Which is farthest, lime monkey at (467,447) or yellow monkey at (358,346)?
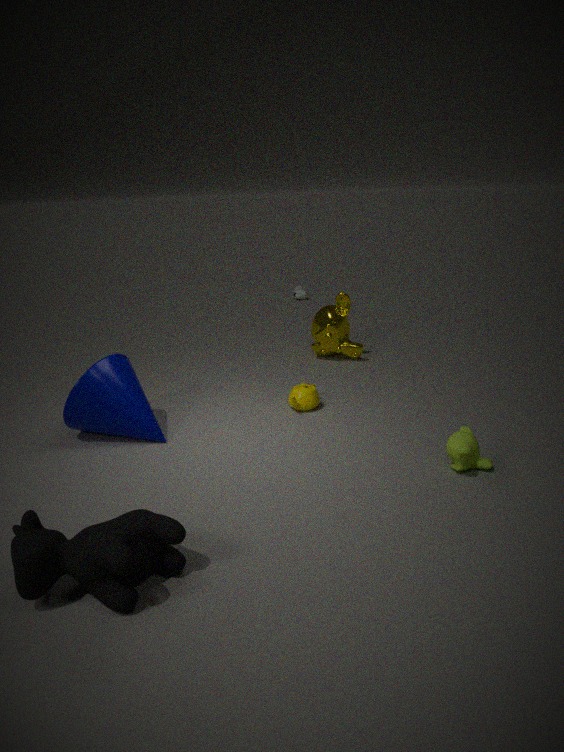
yellow monkey at (358,346)
